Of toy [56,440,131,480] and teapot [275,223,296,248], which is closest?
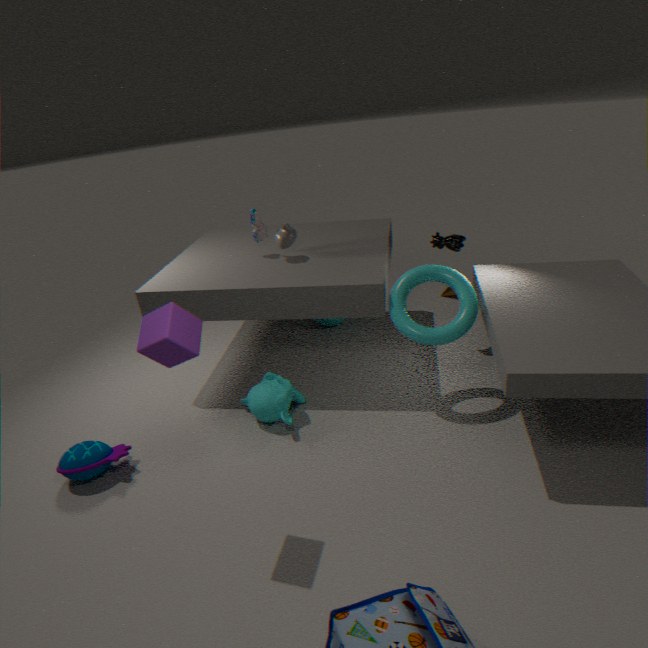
toy [56,440,131,480]
